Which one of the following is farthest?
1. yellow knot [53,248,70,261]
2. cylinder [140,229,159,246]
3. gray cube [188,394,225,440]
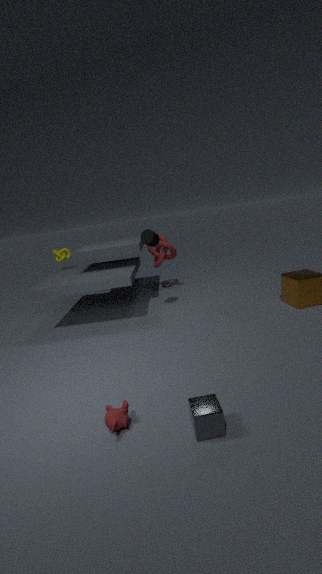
yellow knot [53,248,70,261]
